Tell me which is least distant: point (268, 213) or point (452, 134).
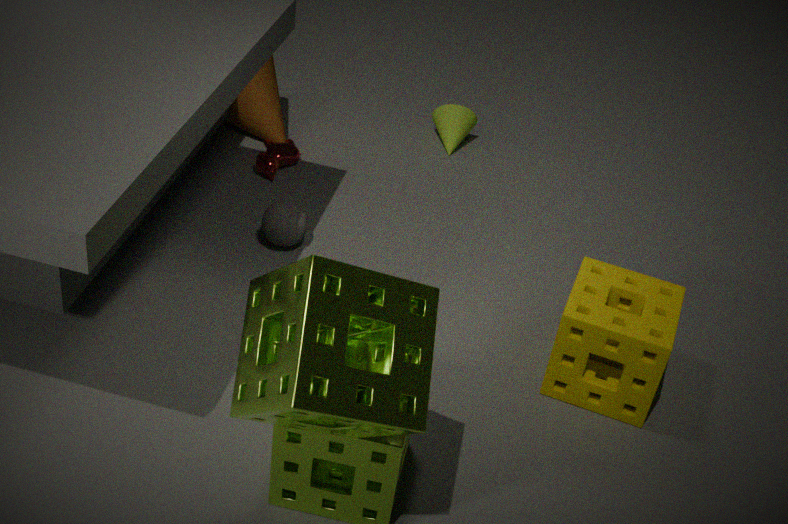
point (268, 213)
